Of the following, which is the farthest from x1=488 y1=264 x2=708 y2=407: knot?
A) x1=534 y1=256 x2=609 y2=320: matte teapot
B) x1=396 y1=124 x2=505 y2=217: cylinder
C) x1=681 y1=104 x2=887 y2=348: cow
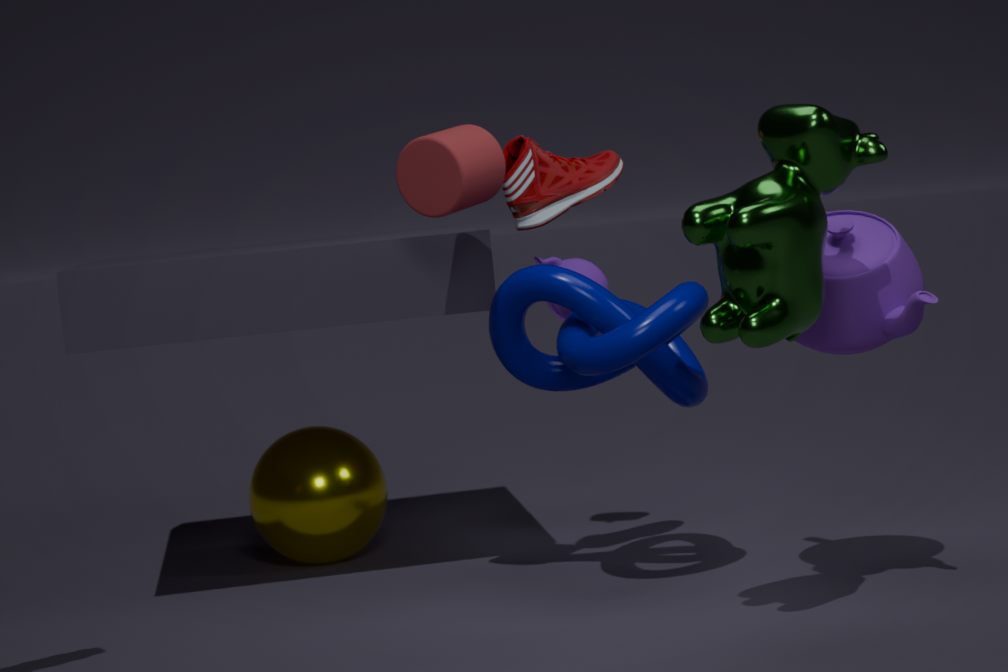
x1=681 y1=104 x2=887 y2=348: cow
